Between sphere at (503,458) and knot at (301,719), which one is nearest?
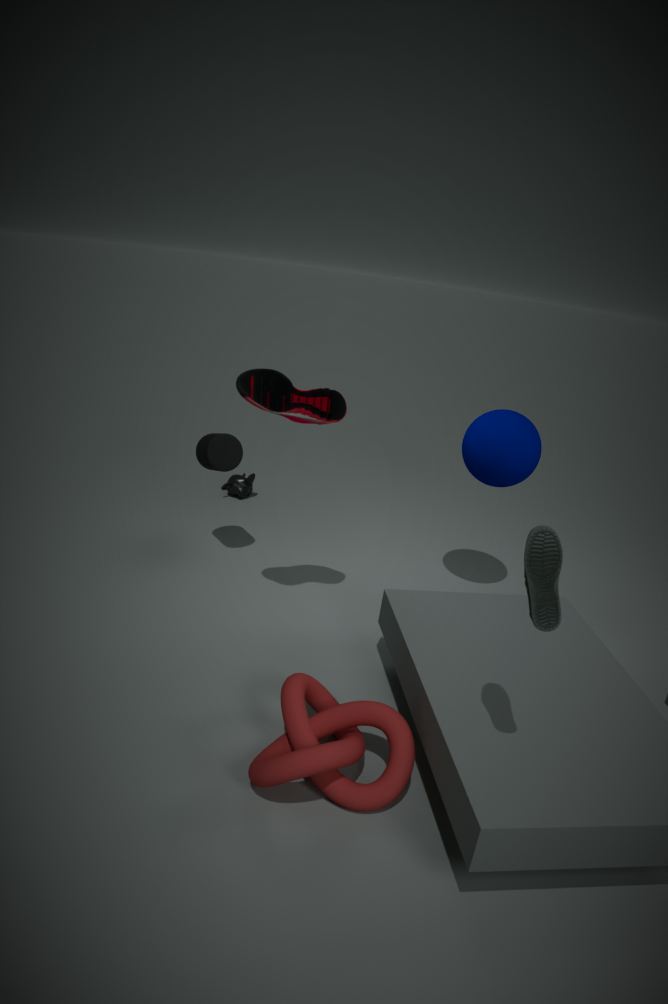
knot at (301,719)
